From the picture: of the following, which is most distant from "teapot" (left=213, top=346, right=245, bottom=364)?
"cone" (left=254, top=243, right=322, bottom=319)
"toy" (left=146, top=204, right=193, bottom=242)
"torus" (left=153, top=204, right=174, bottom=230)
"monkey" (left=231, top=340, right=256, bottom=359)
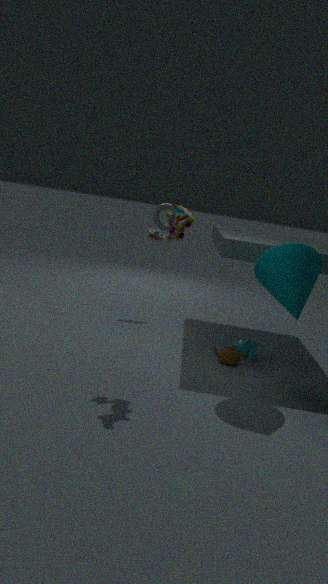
"torus" (left=153, top=204, right=174, bottom=230)
